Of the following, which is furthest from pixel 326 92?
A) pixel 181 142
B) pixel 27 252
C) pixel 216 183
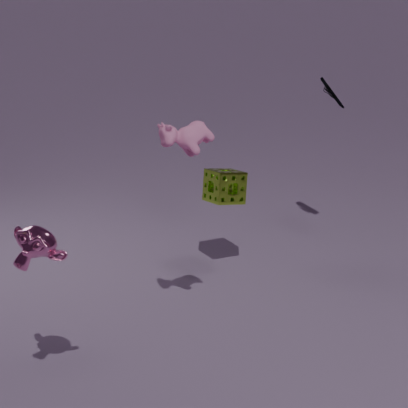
pixel 27 252
